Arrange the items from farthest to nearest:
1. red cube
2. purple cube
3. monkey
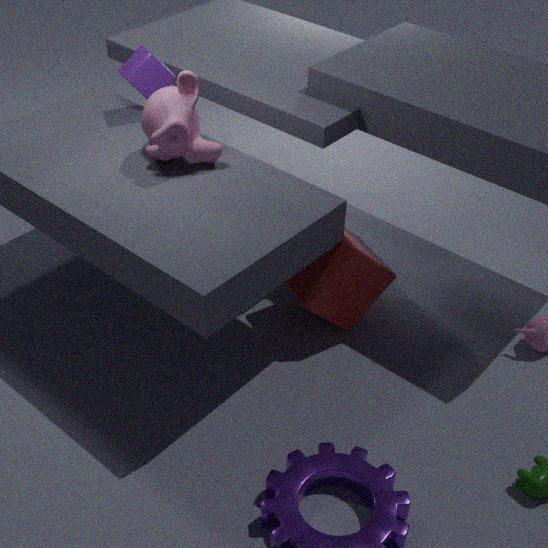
purple cube
red cube
monkey
